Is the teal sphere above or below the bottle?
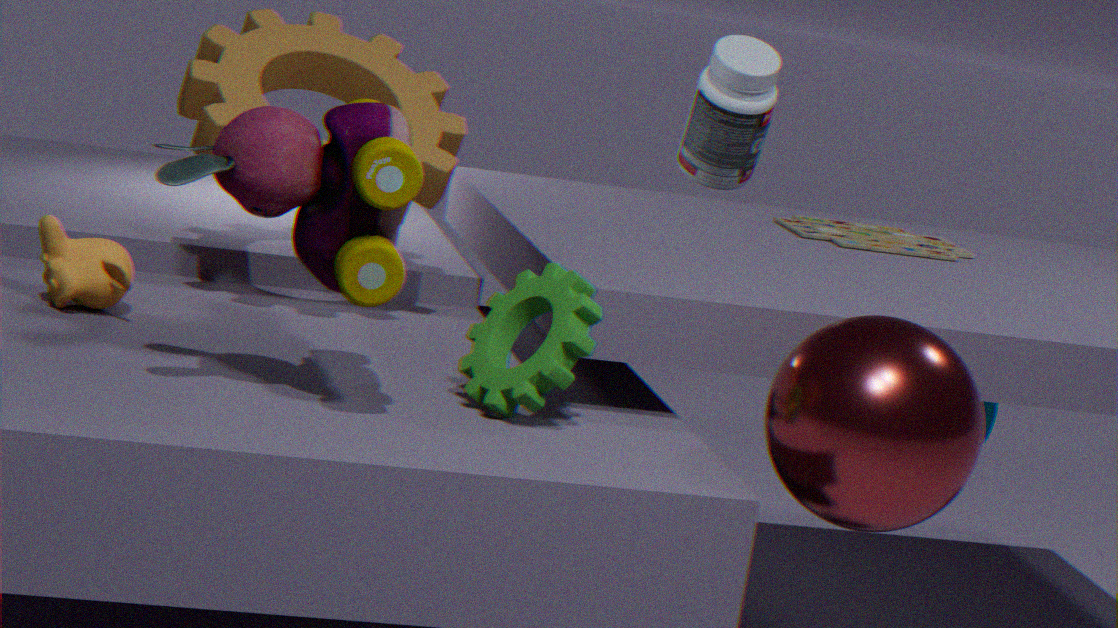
below
